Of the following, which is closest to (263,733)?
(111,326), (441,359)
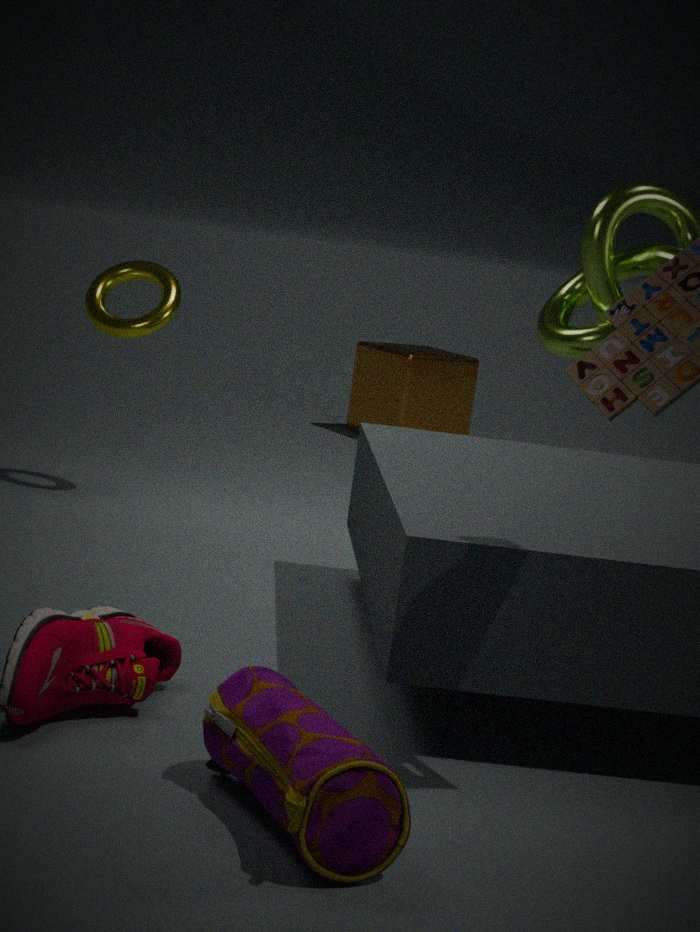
(111,326)
